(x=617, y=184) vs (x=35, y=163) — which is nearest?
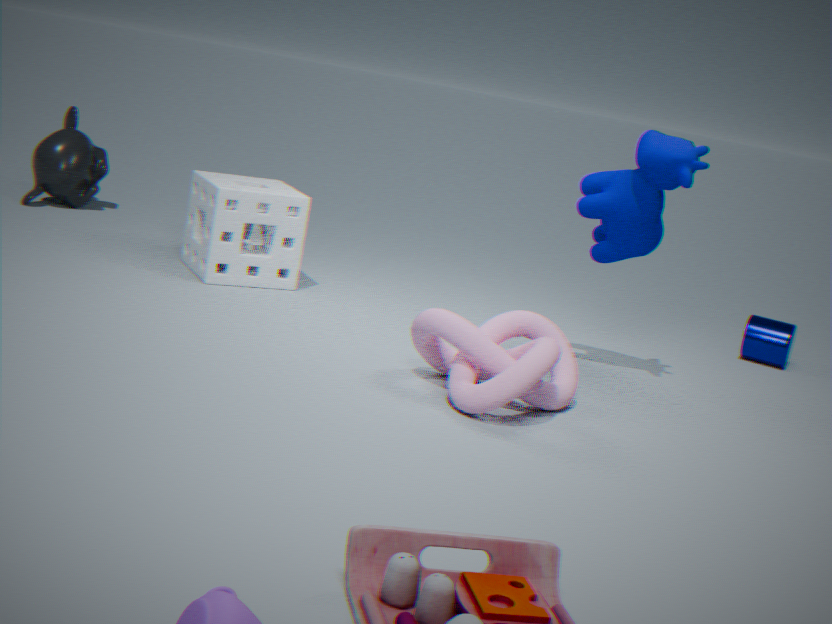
(x=617, y=184)
